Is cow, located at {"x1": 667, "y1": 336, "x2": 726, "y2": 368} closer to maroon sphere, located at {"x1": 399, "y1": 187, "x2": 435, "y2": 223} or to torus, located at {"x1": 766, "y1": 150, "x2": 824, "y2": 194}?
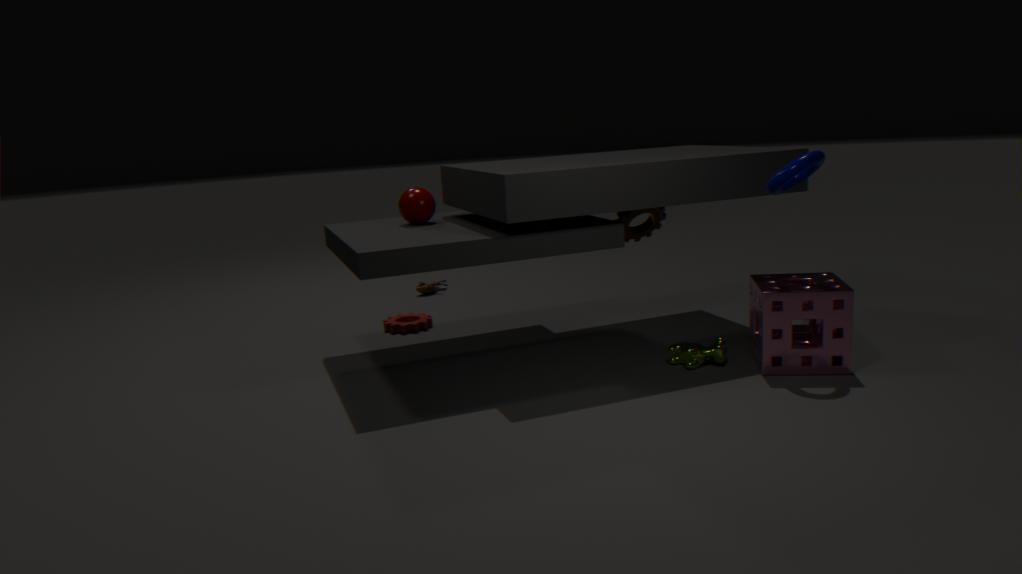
torus, located at {"x1": 766, "y1": 150, "x2": 824, "y2": 194}
